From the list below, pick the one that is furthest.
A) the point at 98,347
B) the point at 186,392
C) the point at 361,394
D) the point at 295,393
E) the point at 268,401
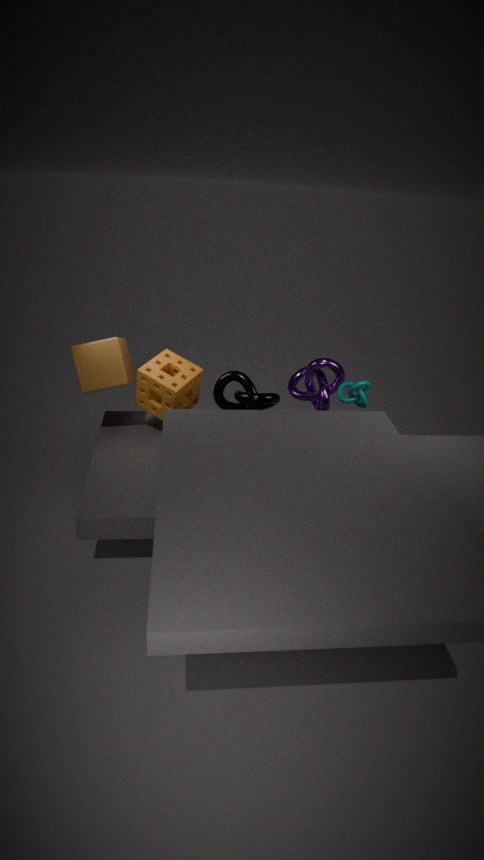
the point at 295,393
